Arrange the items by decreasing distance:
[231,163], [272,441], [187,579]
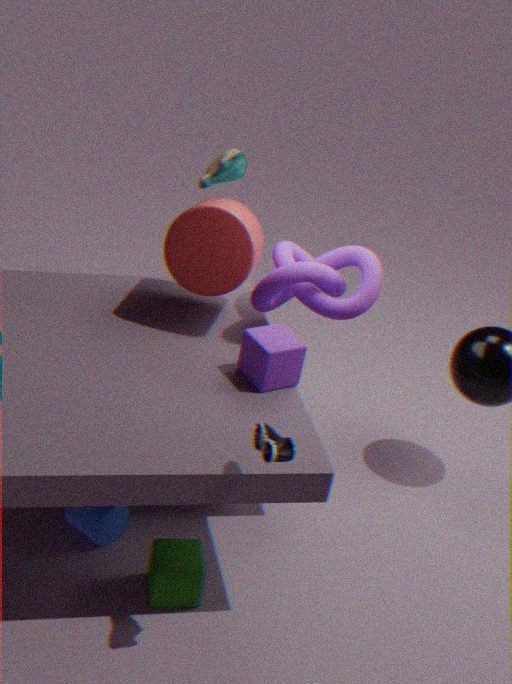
[231,163], [187,579], [272,441]
